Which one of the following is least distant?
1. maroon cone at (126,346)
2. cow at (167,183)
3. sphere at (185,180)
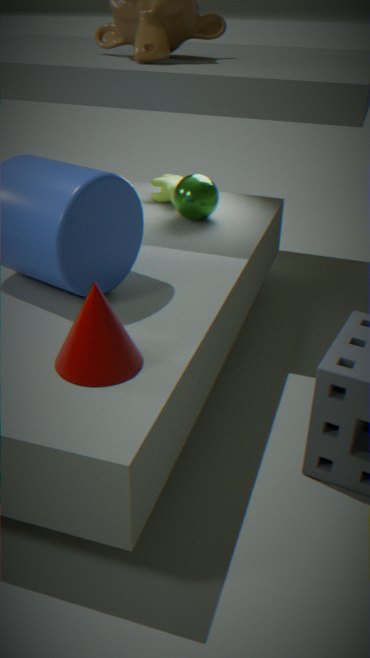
maroon cone at (126,346)
